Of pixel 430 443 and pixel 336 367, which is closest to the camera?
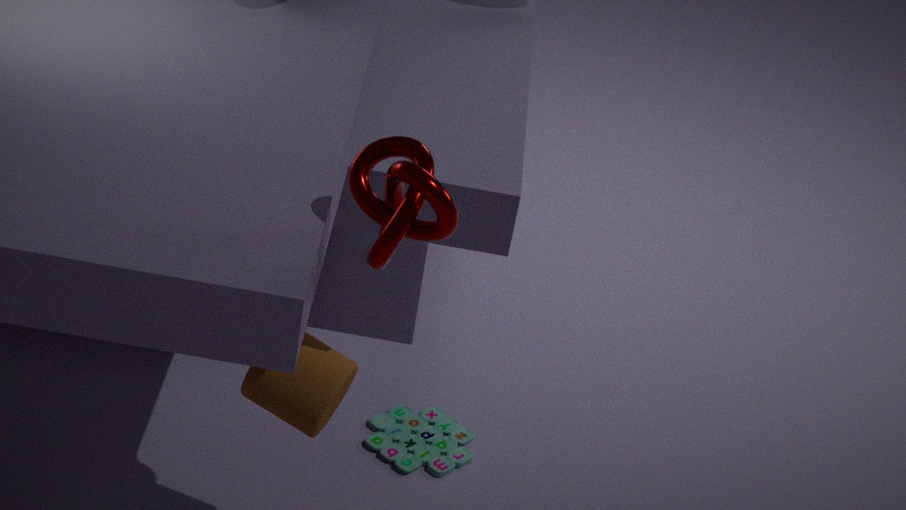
pixel 336 367
